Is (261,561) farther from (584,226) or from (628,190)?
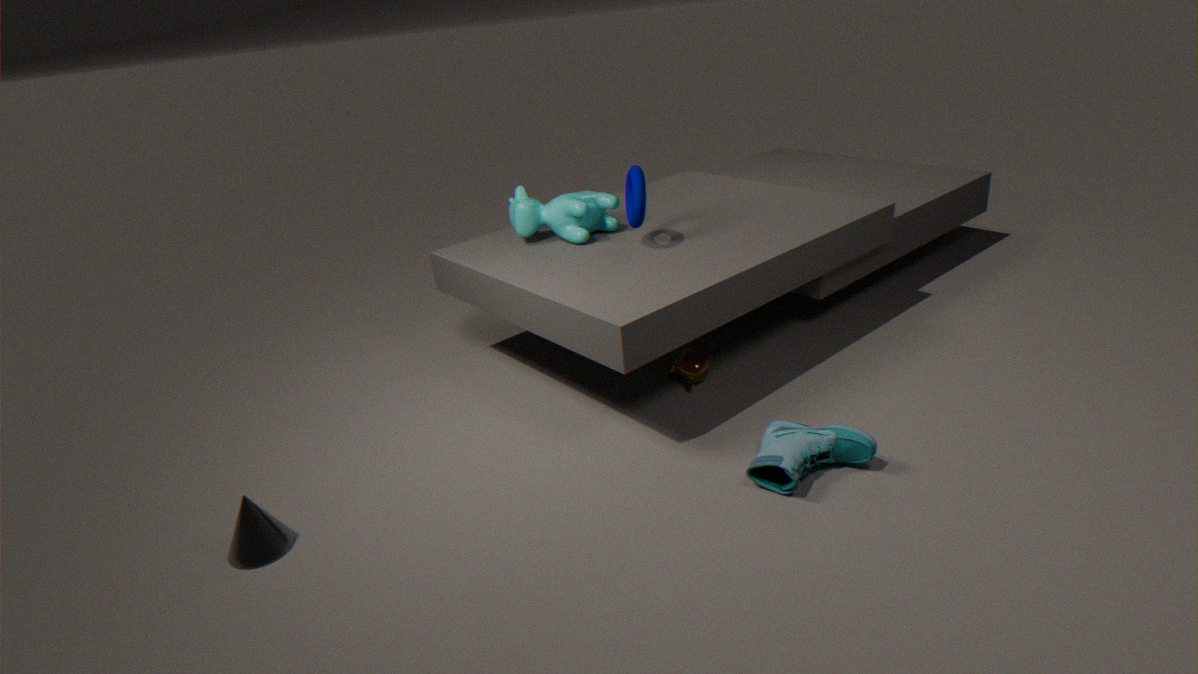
(628,190)
